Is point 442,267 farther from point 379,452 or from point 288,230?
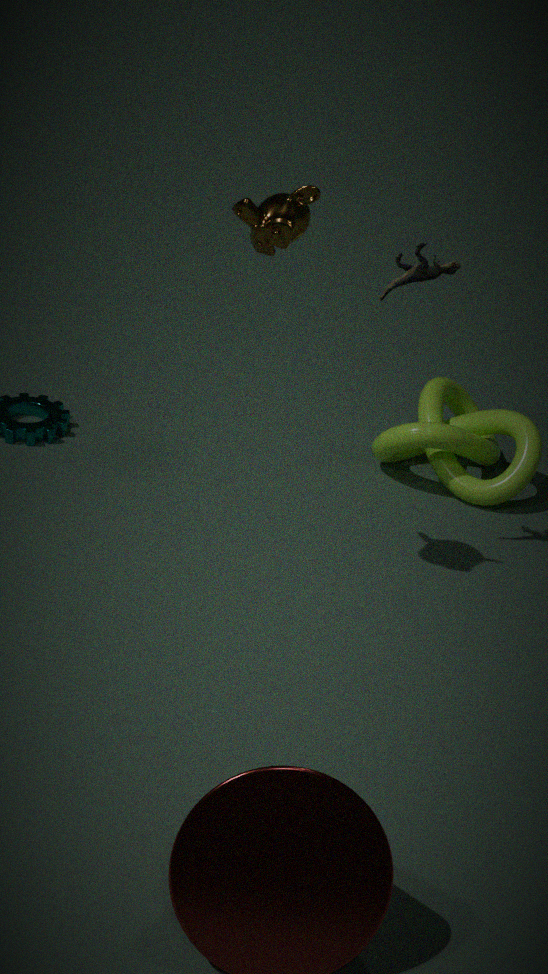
point 379,452
